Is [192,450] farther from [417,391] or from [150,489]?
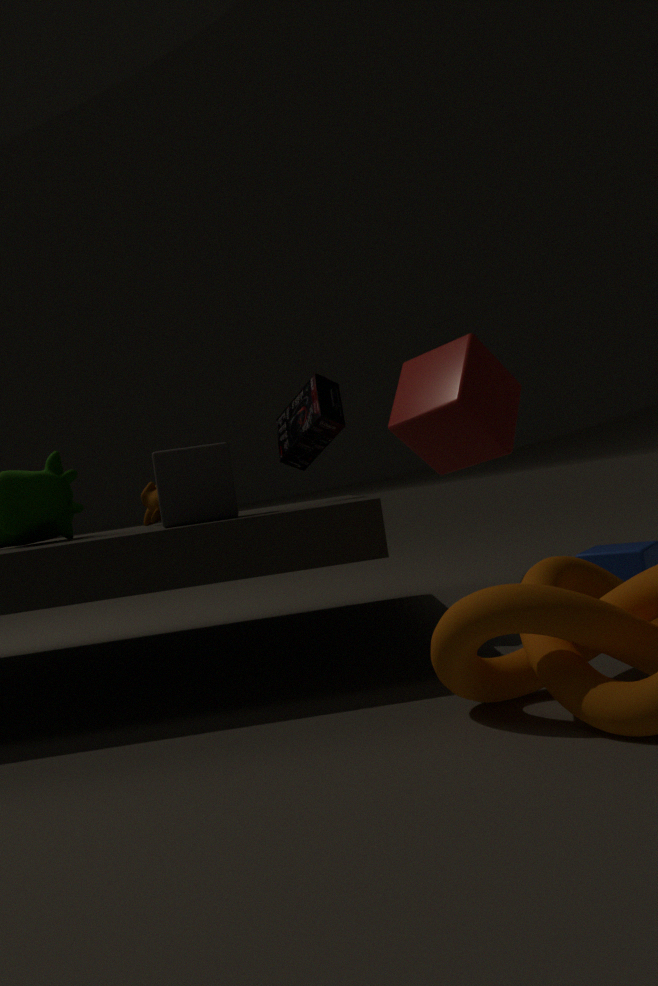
[417,391]
